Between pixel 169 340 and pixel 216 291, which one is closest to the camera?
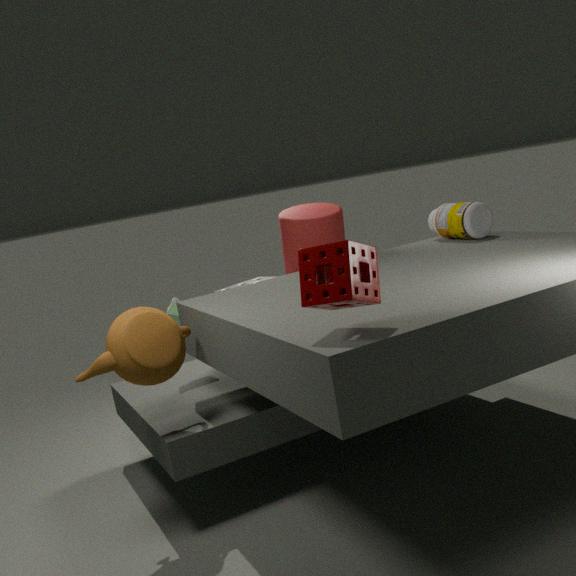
pixel 169 340
